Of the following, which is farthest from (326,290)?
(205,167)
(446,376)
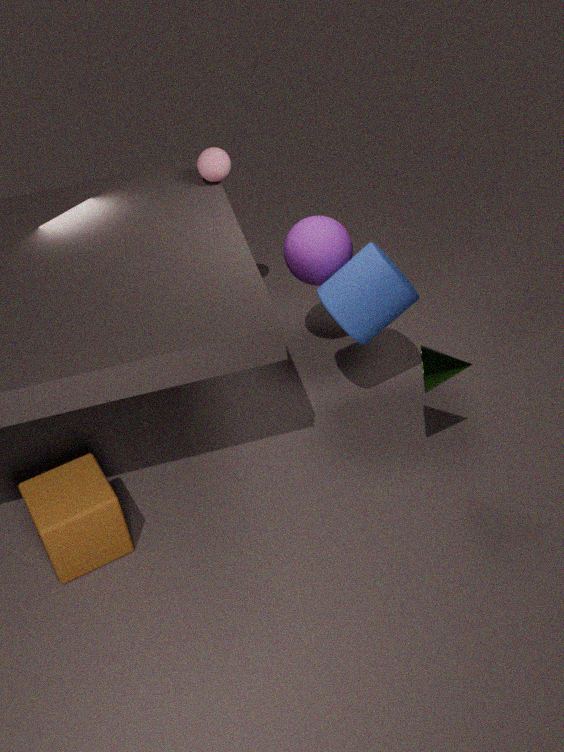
(205,167)
